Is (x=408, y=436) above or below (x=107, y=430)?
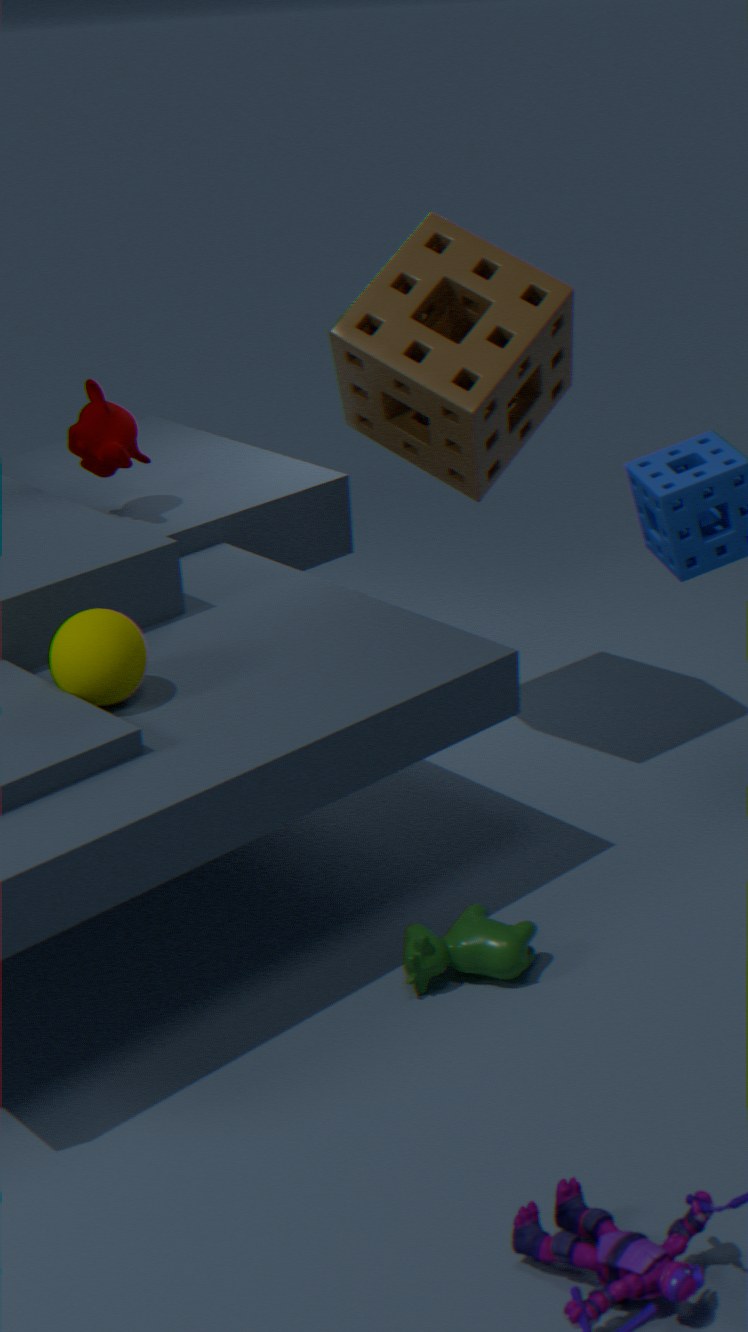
above
